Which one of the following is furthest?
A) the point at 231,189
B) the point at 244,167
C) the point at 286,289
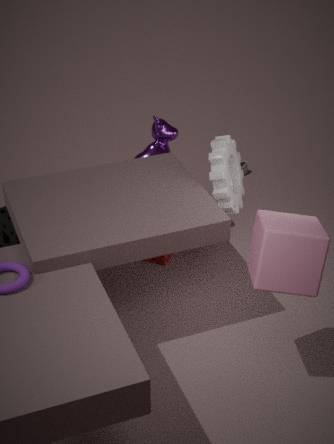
the point at 244,167
